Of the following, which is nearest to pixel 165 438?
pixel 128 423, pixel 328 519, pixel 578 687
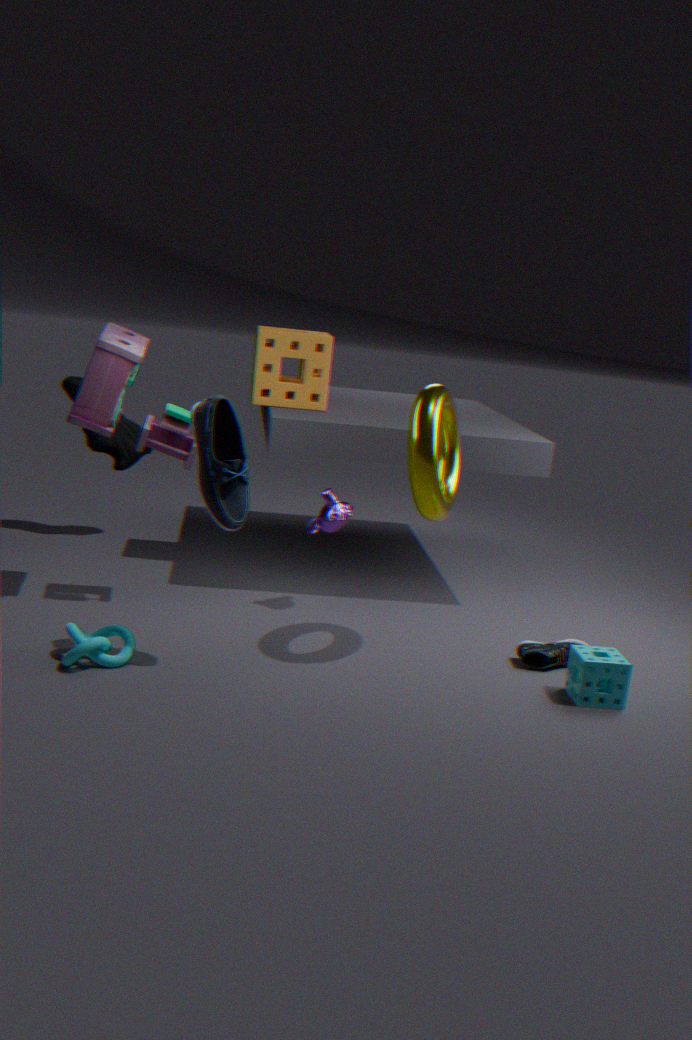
pixel 328 519
